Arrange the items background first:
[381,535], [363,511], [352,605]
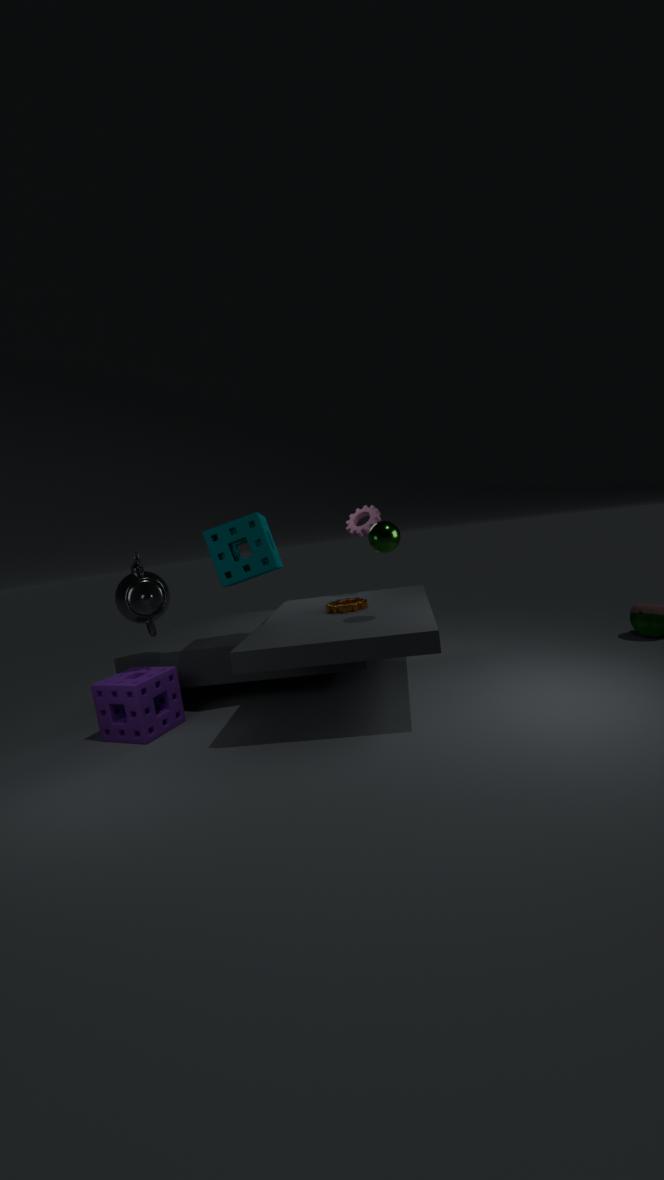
[363,511], [352,605], [381,535]
